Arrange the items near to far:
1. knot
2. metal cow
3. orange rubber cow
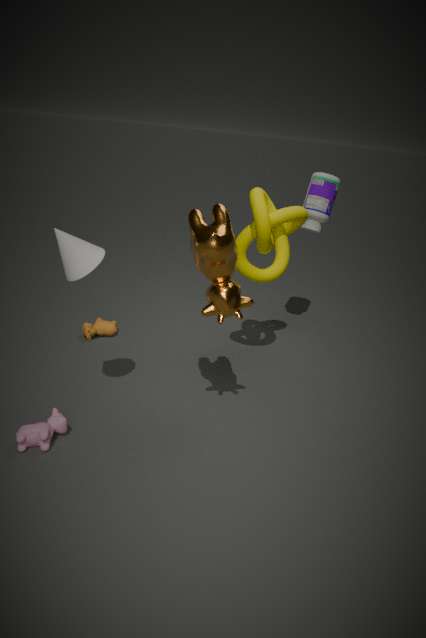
metal cow, knot, orange rubber cow
